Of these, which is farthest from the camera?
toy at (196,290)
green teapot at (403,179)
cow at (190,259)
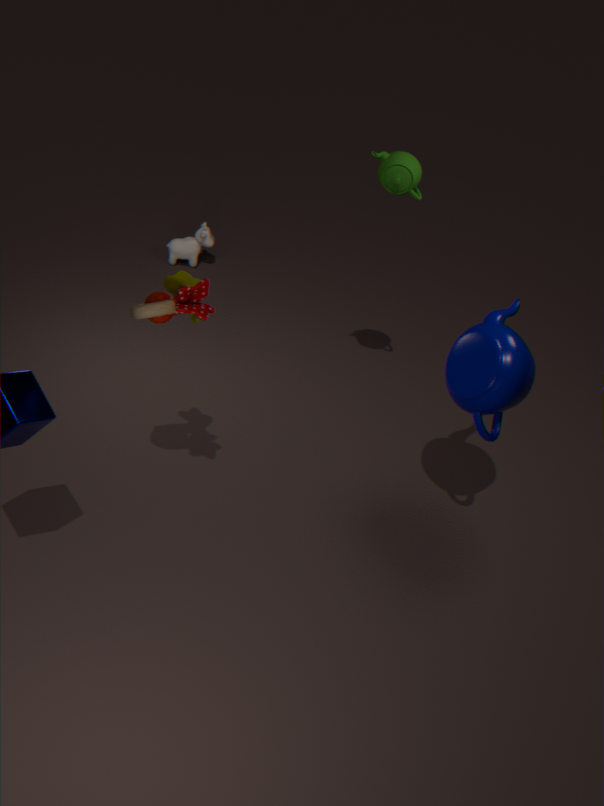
cow at (190,259)
